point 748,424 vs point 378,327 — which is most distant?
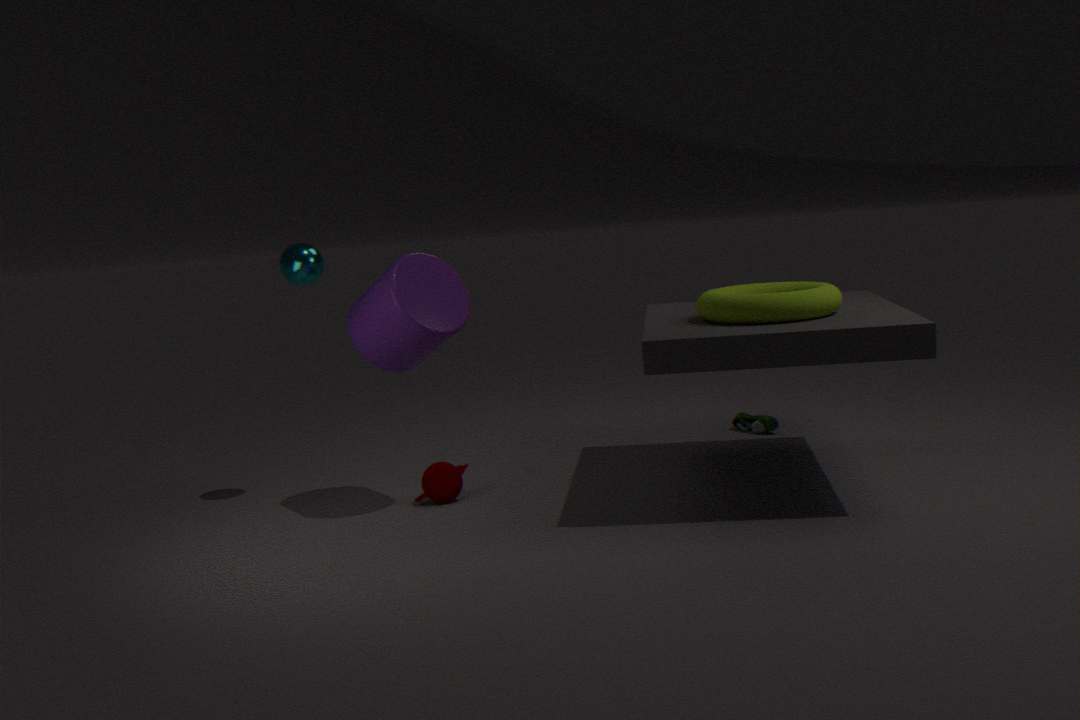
point 748,424
